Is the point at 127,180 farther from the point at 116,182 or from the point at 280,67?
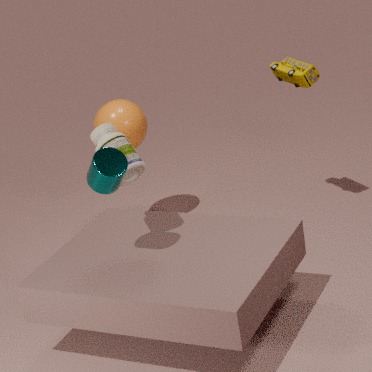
the point at 280,67
